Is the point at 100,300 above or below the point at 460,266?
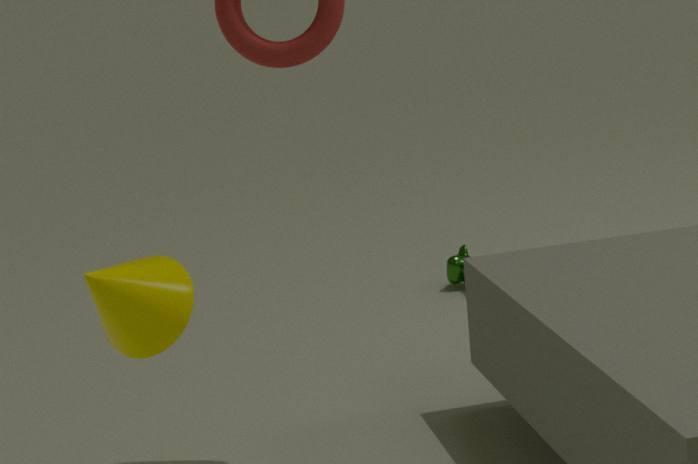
above
